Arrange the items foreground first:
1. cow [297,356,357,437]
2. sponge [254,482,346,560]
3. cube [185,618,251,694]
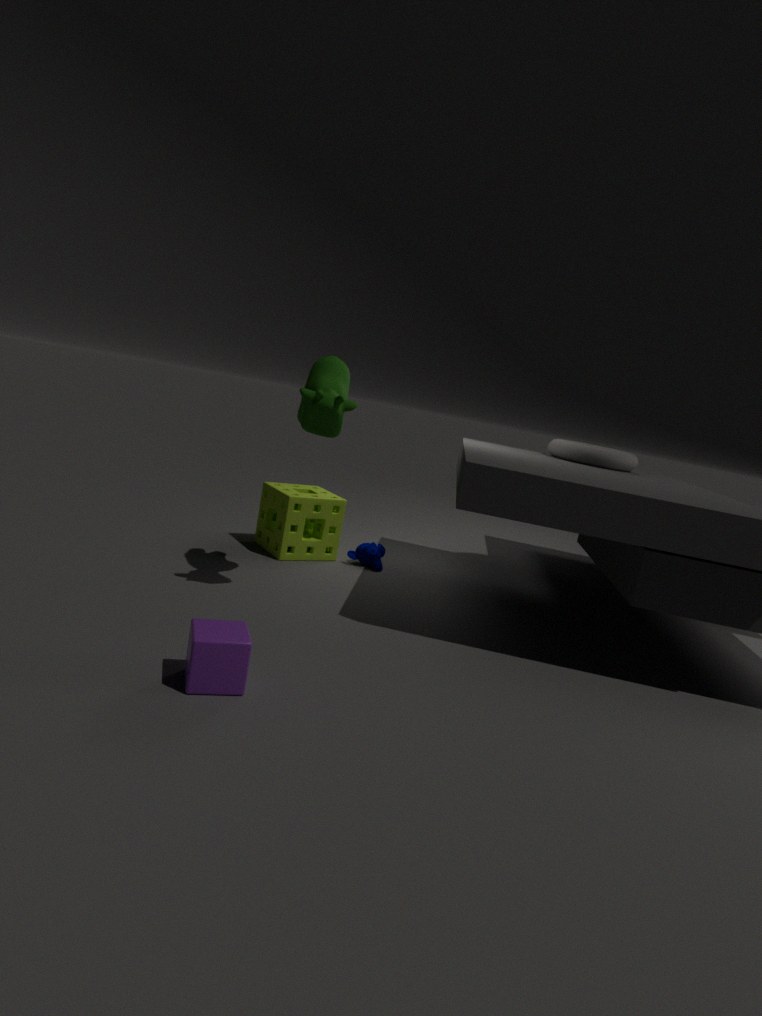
cube [185,618,251,694] < cow [297,356,357,437] < sponge [254,482,346,560]
